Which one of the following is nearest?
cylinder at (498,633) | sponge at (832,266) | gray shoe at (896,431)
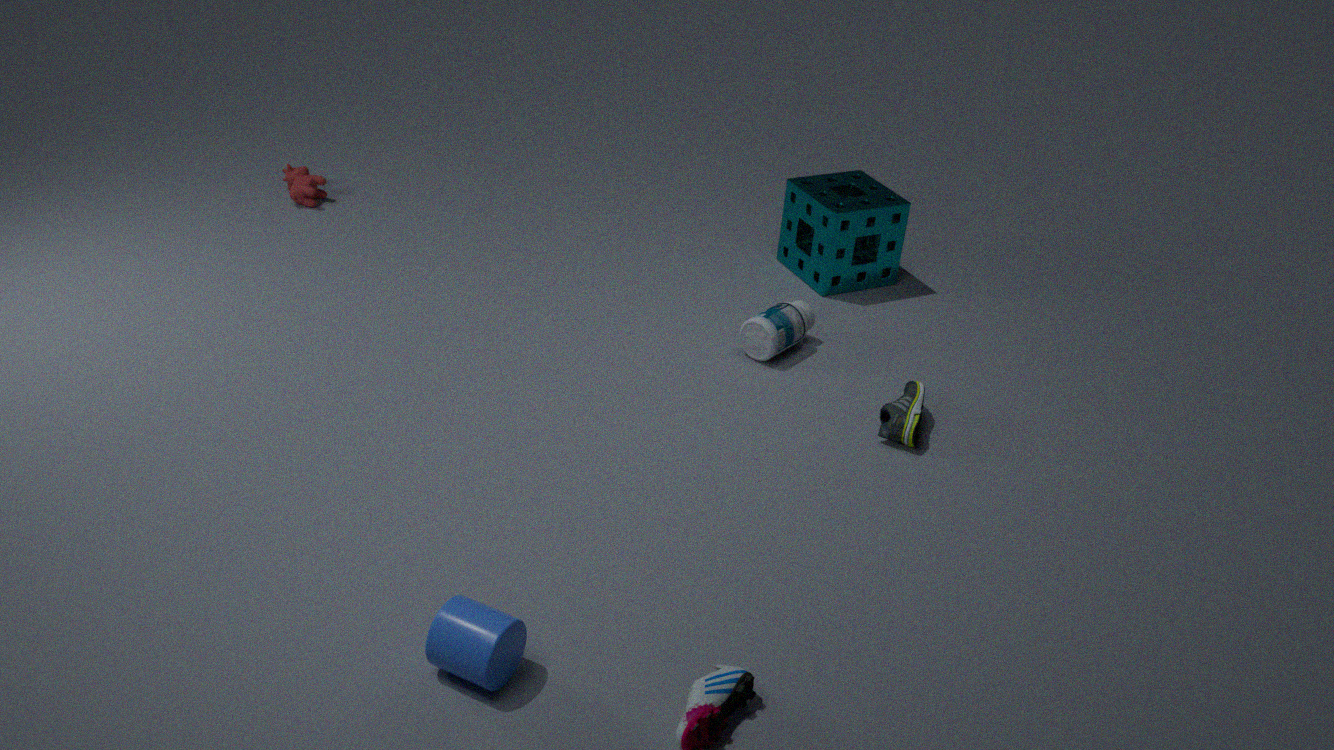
cylinder at (498,633)
